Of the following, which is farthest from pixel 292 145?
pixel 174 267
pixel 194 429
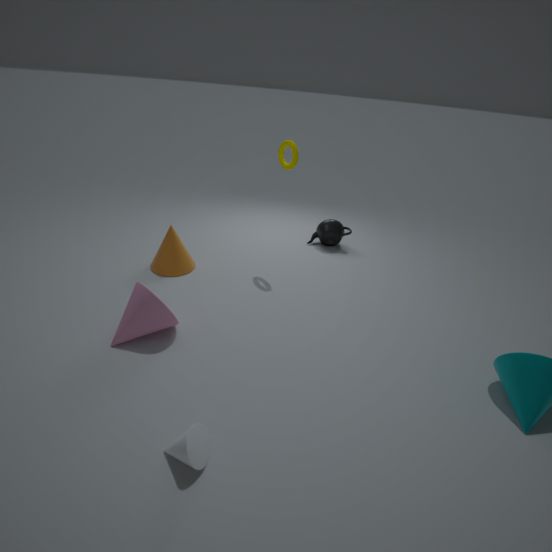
pixel 194 429
